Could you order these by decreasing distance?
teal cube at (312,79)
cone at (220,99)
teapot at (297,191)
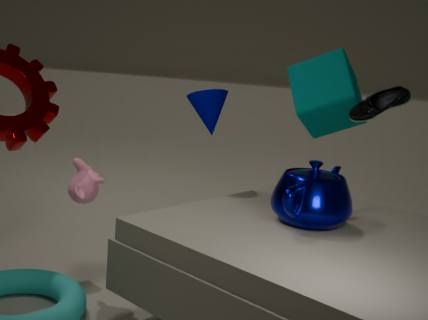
teal cube at (312,79)
cone at (220,99)
teapot at (297,191)
